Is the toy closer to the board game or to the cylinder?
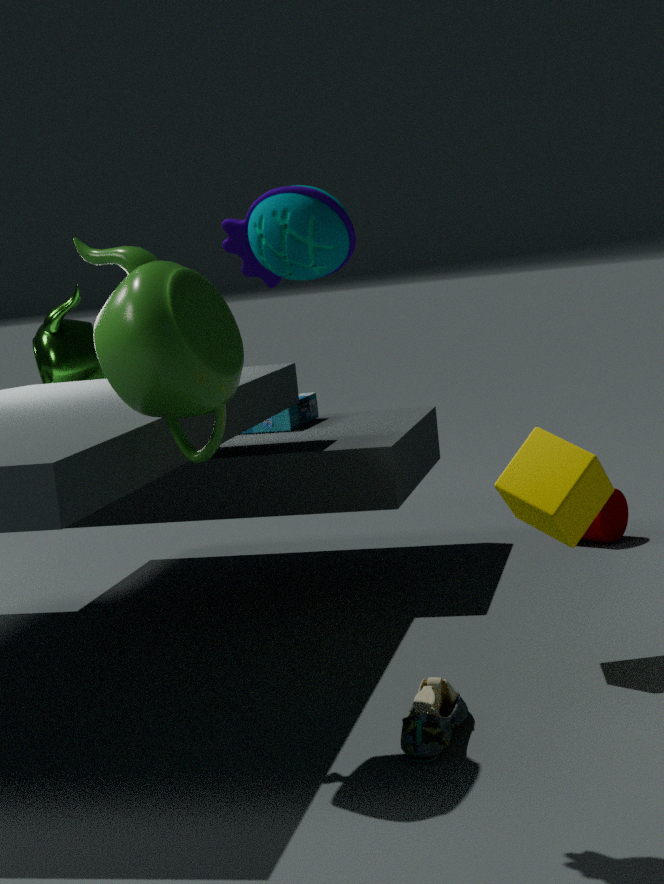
the board game
